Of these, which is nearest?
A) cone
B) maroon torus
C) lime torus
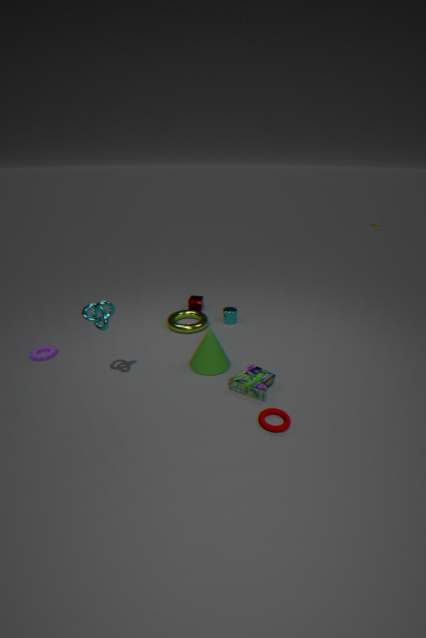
maroon torus
